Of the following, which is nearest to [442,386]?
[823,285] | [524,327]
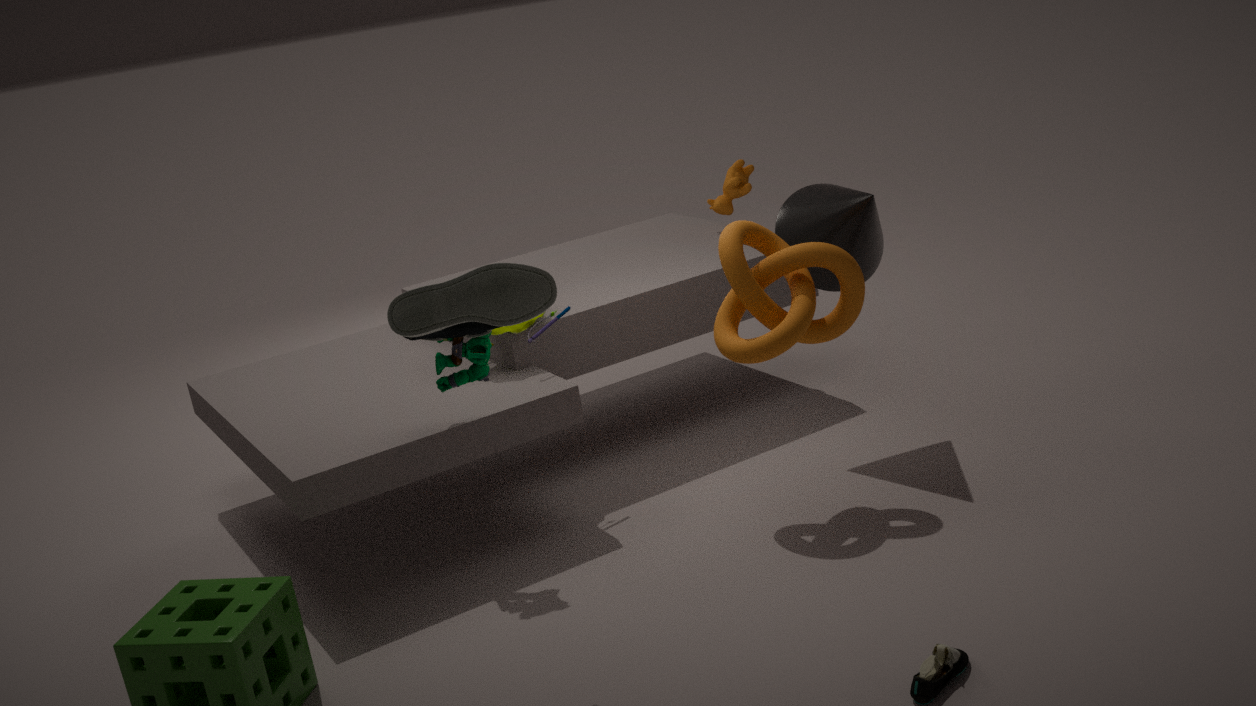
[524,327]
